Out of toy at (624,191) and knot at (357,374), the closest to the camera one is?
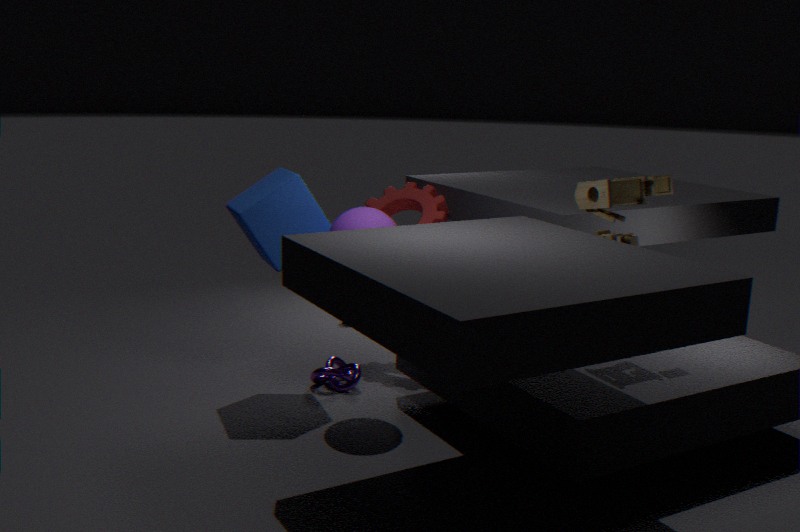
toy at (624,191)
